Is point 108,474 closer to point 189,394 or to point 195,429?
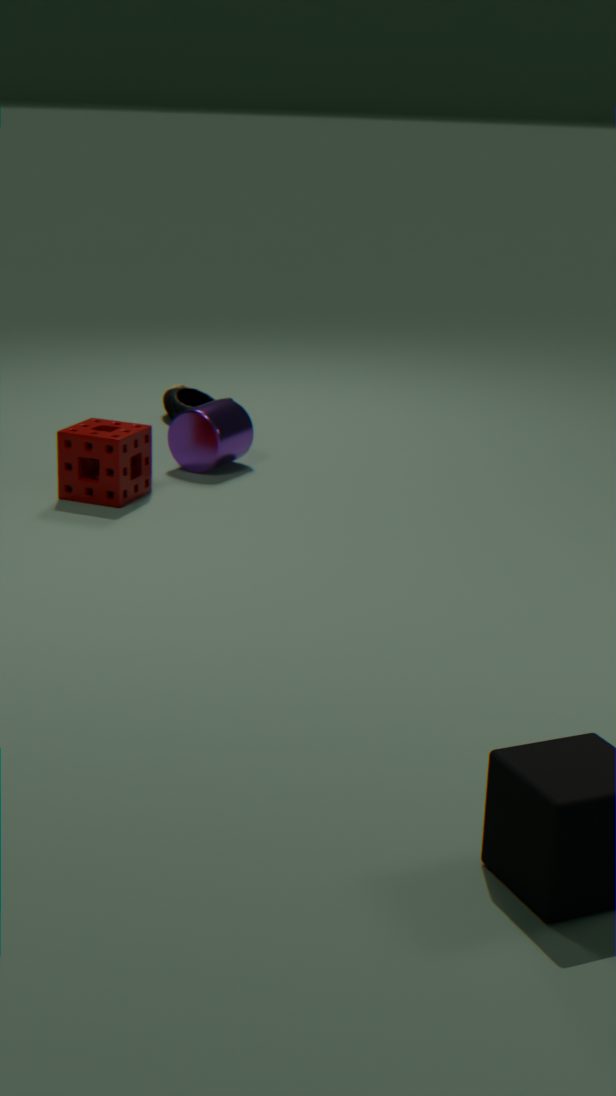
point 195,429
